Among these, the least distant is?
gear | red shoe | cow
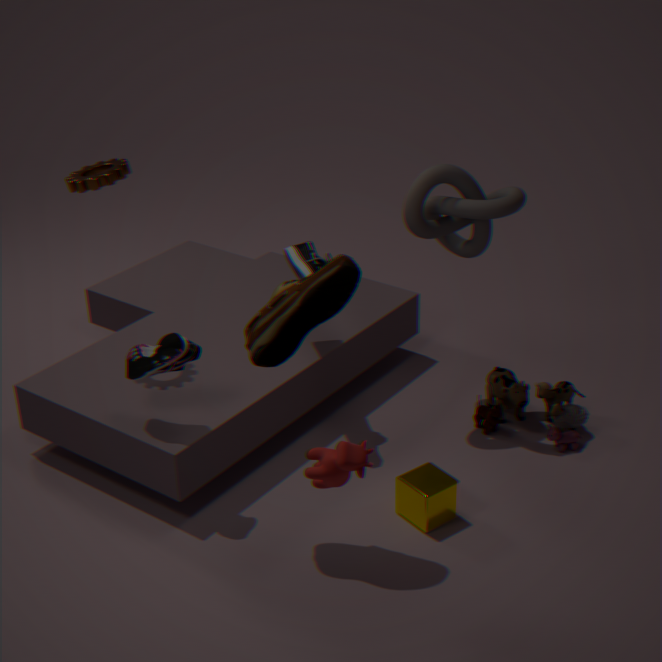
cow
